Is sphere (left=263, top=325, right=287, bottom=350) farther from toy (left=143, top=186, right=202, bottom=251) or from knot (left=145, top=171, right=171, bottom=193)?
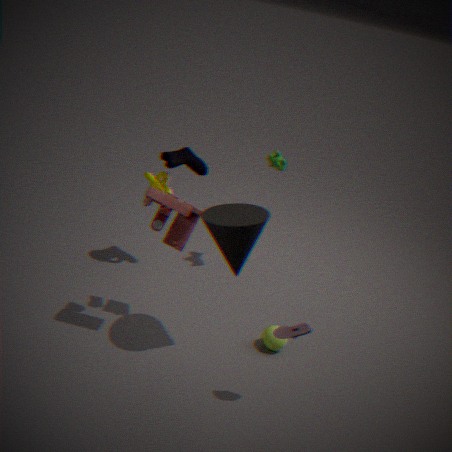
knot (left=145, top=171, right=171, bottom=193)
